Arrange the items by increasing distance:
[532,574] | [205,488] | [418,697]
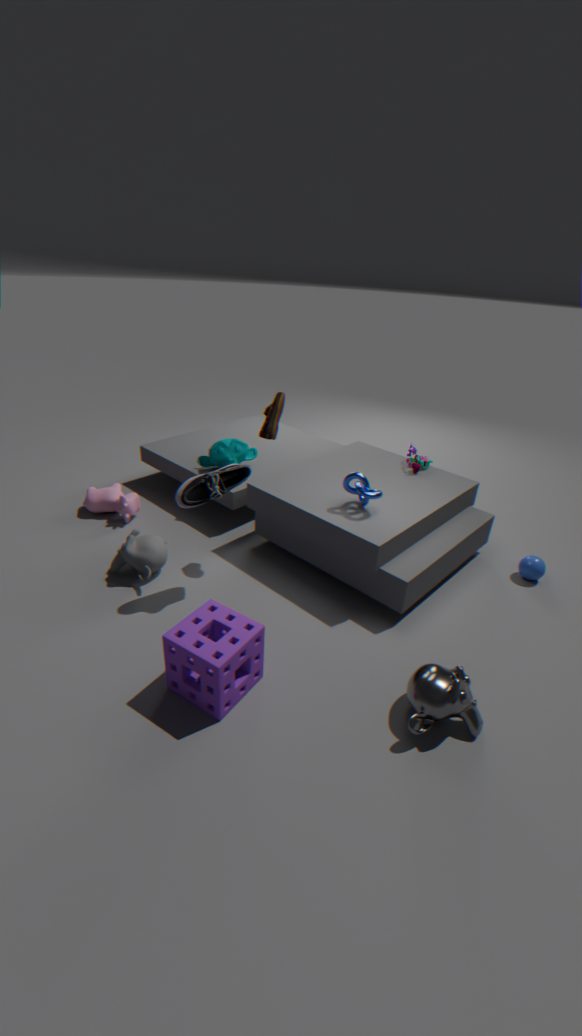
[418,697] → [205,488] → [532,574]
